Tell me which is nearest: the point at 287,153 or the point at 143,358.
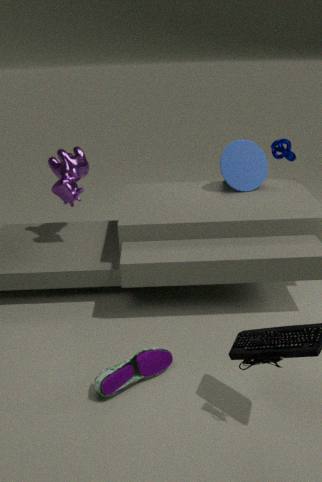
the point at 143,358
